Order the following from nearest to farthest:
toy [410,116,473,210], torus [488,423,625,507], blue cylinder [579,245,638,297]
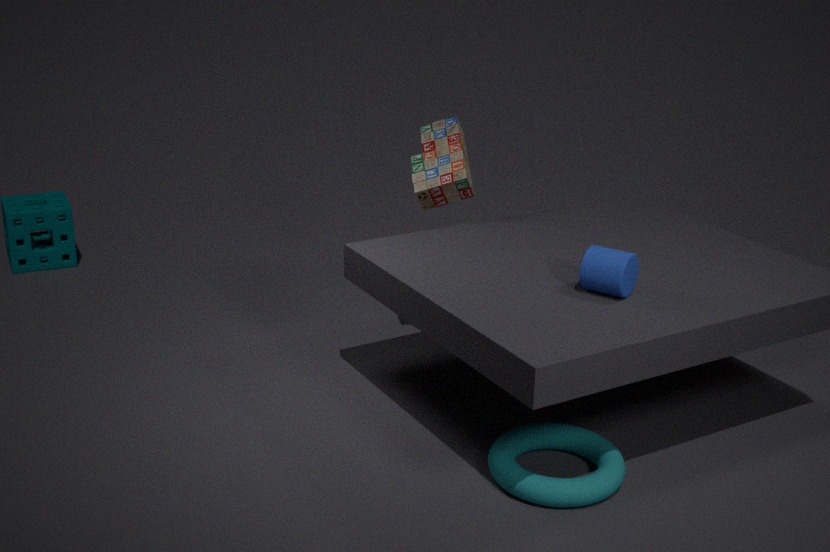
torus [488,423,625,507] < blue cylinder [579,245,638,297] < toy [410,116,473,210]
